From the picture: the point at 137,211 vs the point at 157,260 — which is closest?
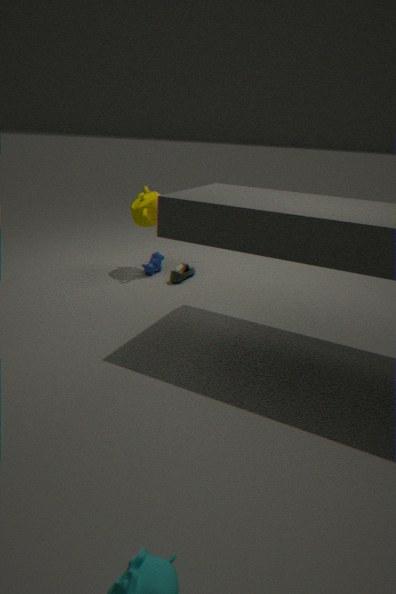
the point at 137,211
